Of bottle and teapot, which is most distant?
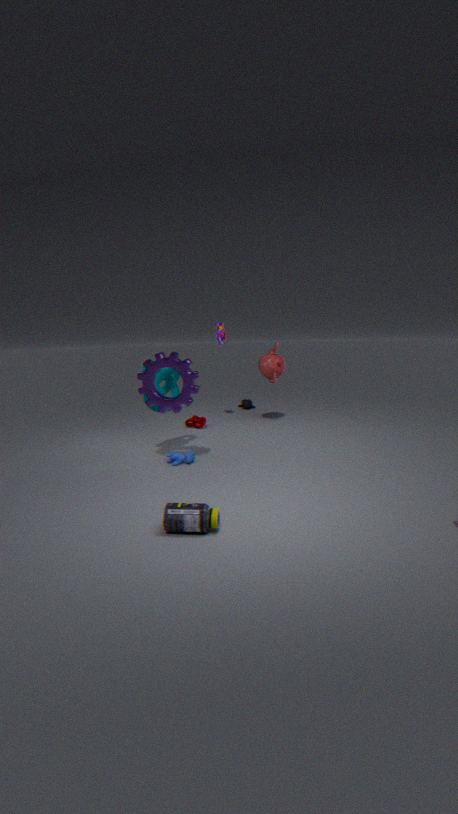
teapot
